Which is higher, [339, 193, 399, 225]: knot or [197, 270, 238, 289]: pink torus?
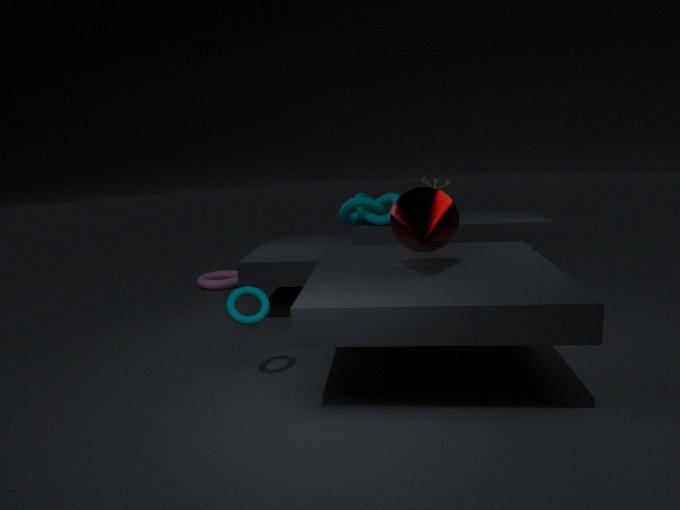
[339, 193, 399, 225]: knot
